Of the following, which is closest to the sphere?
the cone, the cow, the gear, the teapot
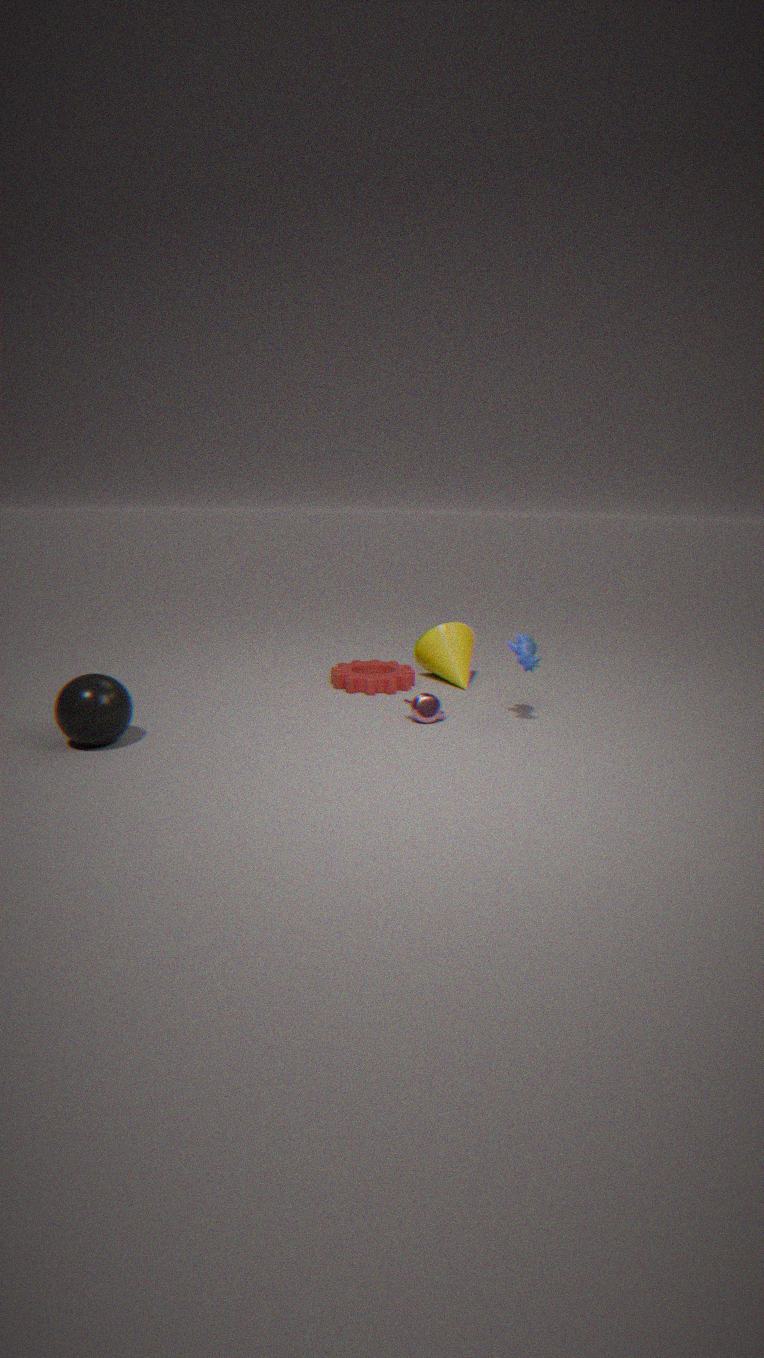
the gear
